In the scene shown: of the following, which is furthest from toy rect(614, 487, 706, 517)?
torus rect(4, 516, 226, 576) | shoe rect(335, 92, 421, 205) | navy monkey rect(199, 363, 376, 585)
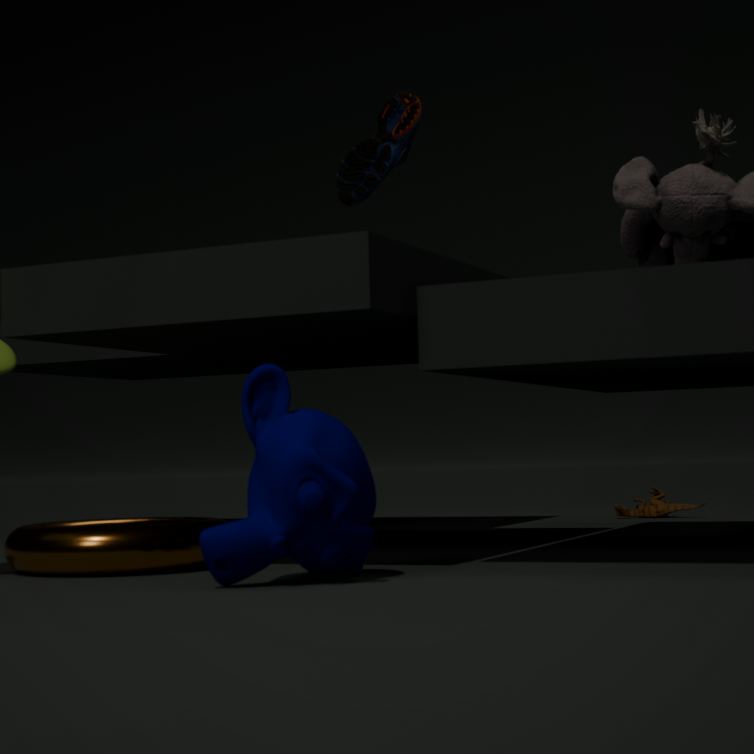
navy monkey rect(199, 363, 376, 585)
